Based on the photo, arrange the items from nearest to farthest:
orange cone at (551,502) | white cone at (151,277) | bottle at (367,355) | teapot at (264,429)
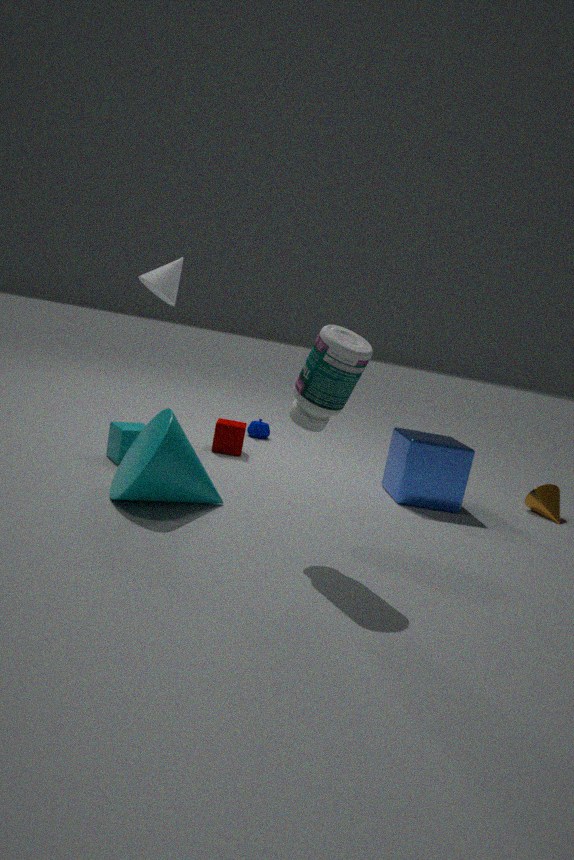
bottle at (367,355), white cone at (151,277), orange cone at (551,502), teapot at (264,429)
